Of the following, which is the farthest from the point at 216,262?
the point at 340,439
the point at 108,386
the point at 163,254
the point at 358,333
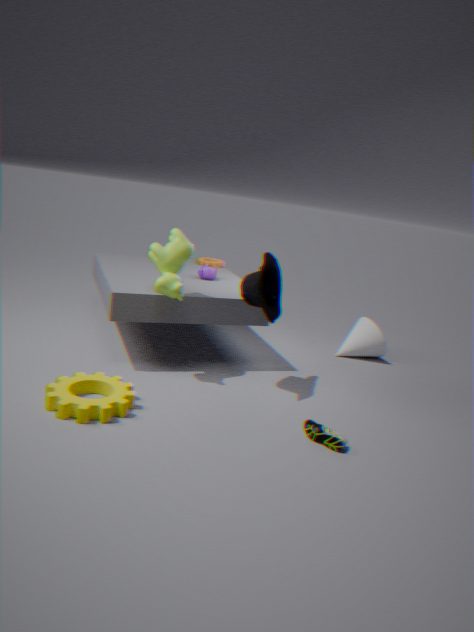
the point at 340,439
